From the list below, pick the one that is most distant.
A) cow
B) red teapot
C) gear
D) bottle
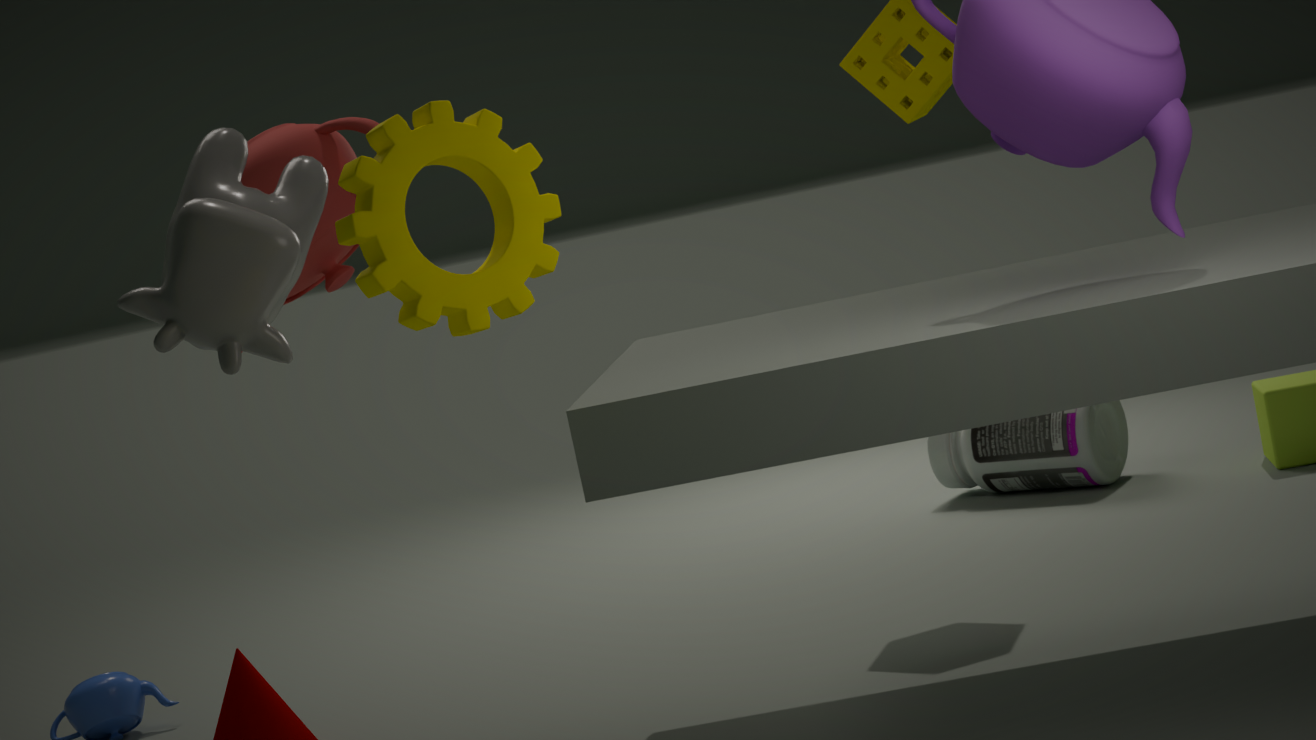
bottle
